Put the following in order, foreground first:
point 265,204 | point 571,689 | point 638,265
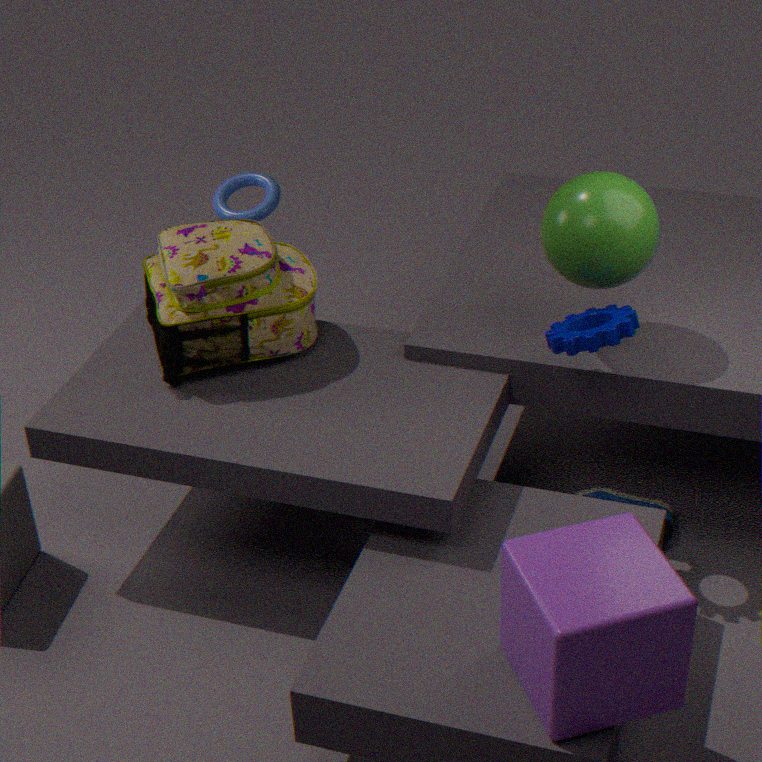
point 571,689 → point 638,265 → point 265,204
